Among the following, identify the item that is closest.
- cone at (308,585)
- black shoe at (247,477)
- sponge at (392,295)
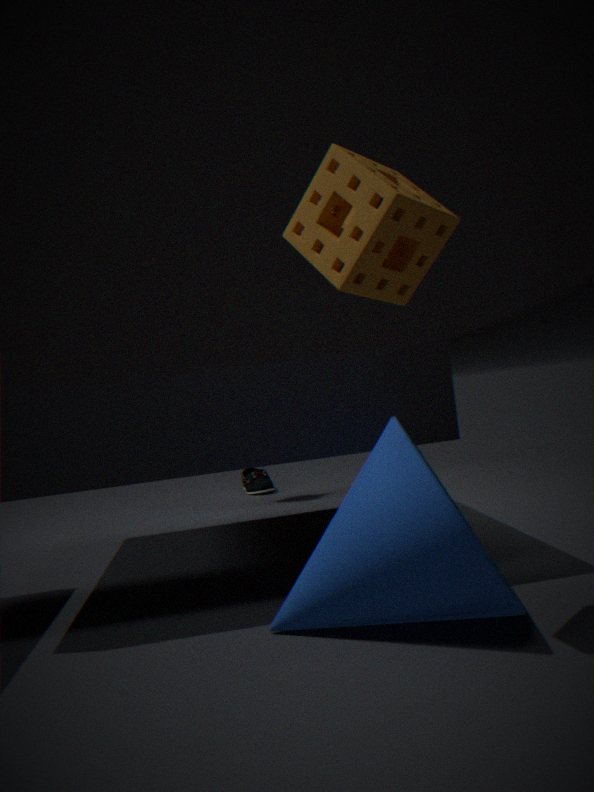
sponge at (392,295)
